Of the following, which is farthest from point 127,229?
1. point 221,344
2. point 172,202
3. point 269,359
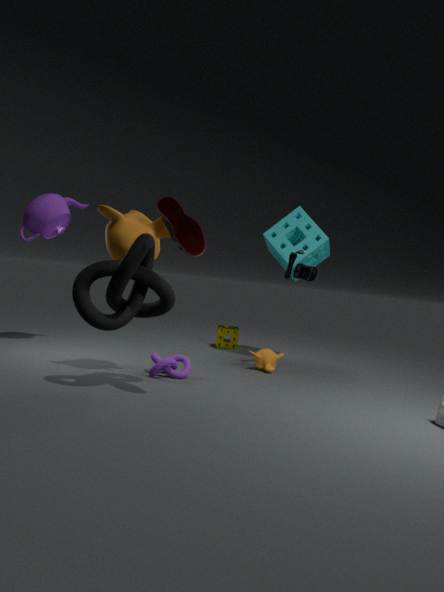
point 221,344
